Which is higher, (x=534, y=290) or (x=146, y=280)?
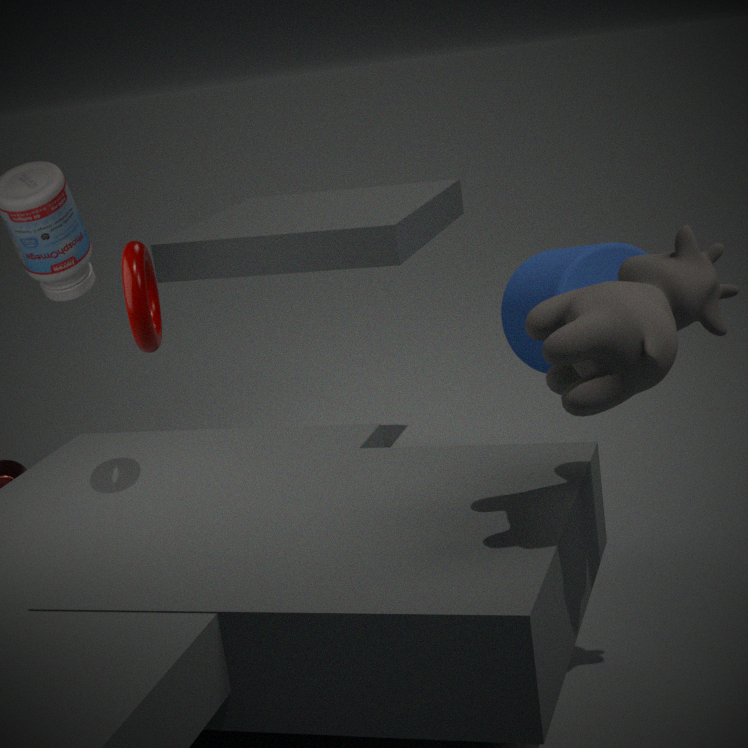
(x=146, y=280)
